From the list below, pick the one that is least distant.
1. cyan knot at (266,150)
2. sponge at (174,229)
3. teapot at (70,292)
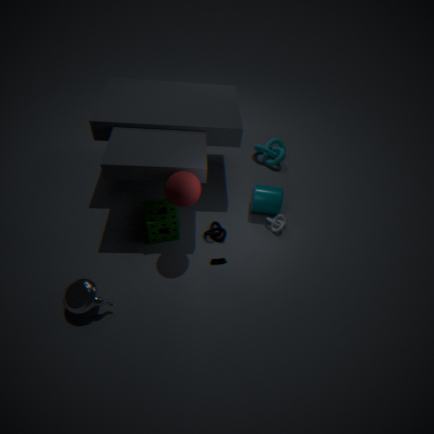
teapot at (70,292)
